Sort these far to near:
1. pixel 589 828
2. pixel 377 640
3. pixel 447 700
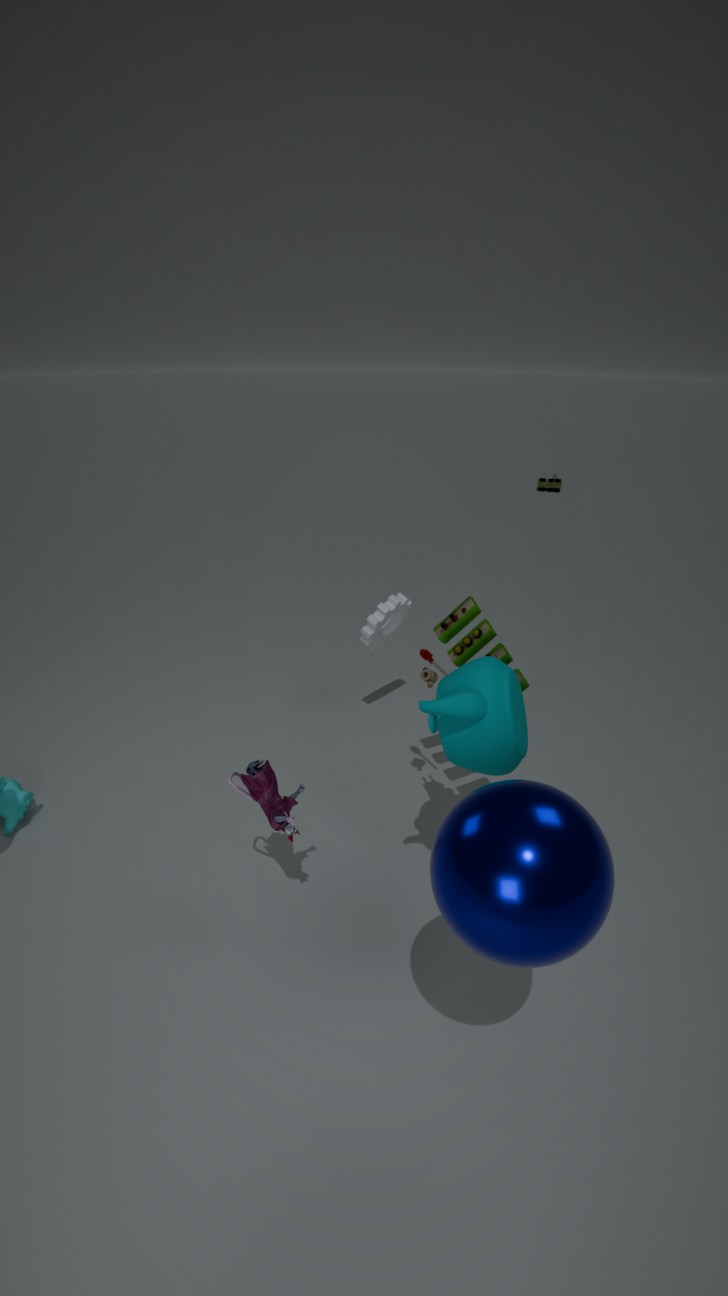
pixel 377 640, pixel 447 700, pixel 589 828
